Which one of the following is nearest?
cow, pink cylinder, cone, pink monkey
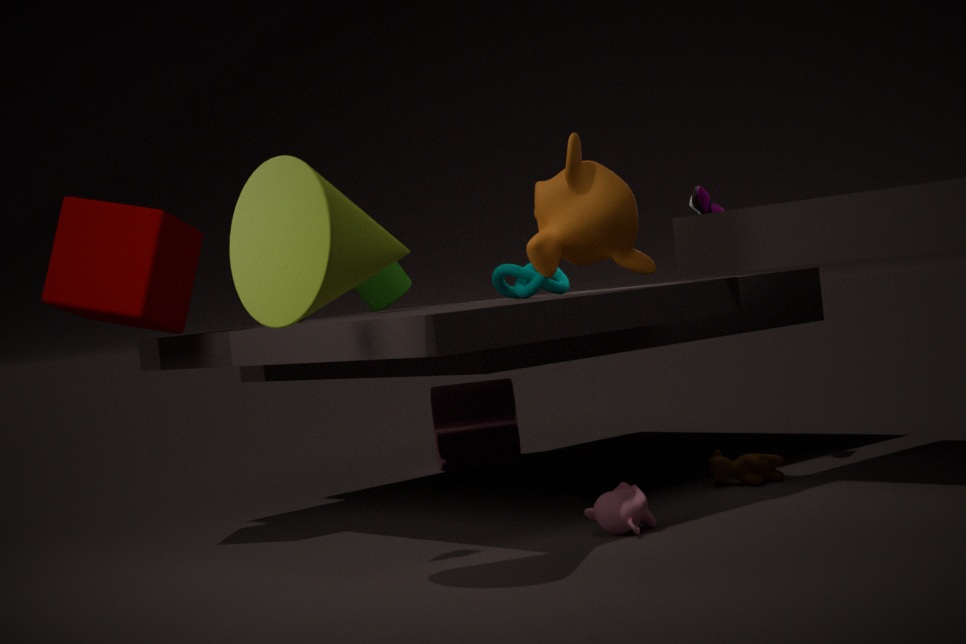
cone
